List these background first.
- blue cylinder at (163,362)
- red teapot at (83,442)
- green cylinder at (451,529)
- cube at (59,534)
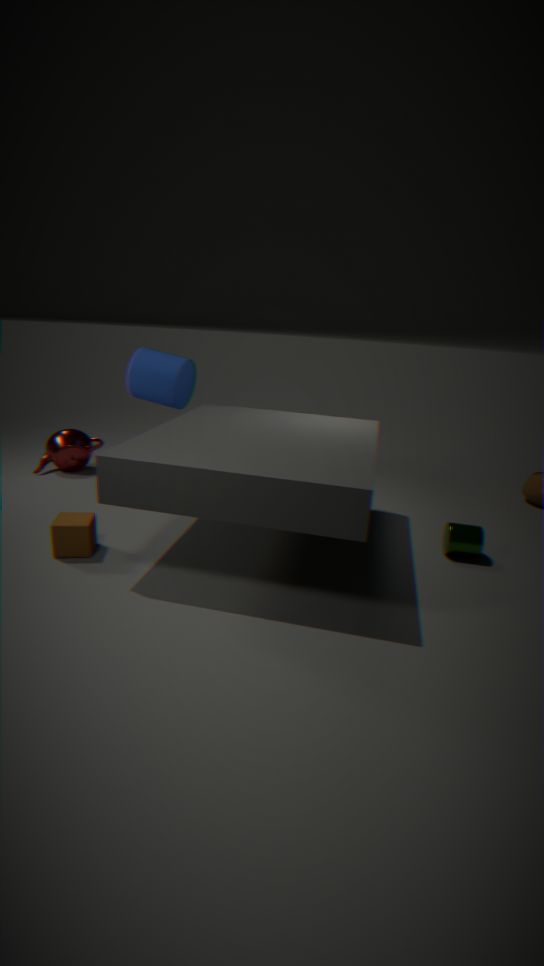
red teapot at (83,442), blue cylinder at (163,362), green cylinder at (451,529), cube at (59,534)
